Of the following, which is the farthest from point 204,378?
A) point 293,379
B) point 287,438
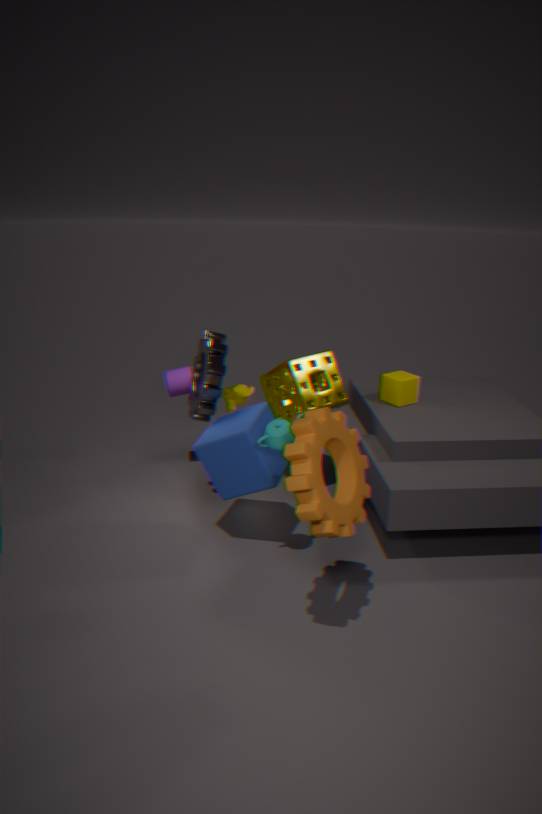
point 287,438
